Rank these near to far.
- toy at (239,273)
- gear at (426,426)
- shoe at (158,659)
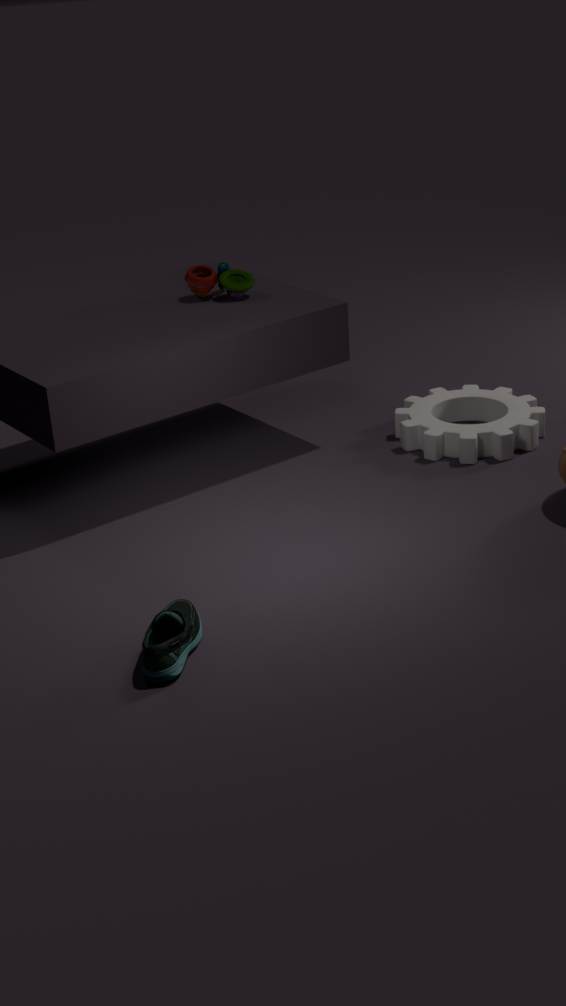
shoe at (158,659), gear at (426,426), toy at (239,273)
